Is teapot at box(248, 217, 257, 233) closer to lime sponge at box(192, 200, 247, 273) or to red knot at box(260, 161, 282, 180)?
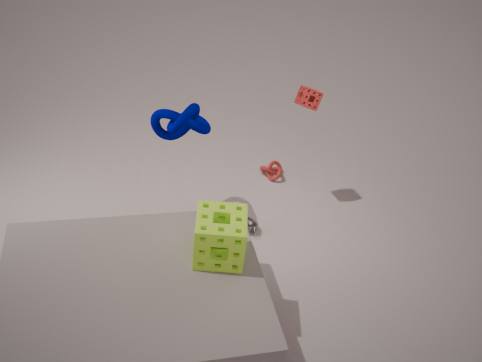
red knot at box(260, 161, 282, 180)
